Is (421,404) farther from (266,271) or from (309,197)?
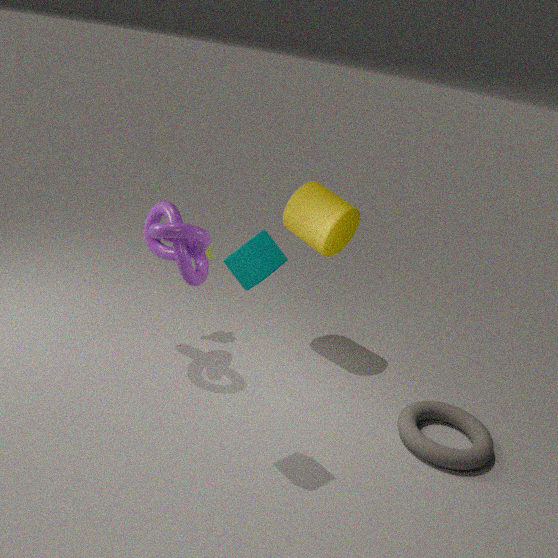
(266,271)
